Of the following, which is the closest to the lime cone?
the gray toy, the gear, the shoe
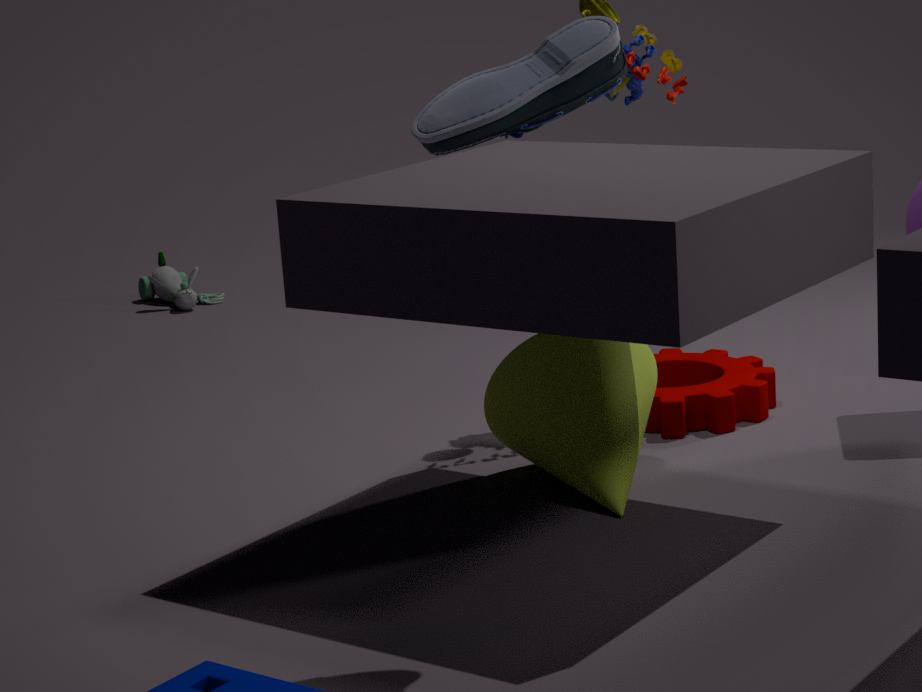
the gear
